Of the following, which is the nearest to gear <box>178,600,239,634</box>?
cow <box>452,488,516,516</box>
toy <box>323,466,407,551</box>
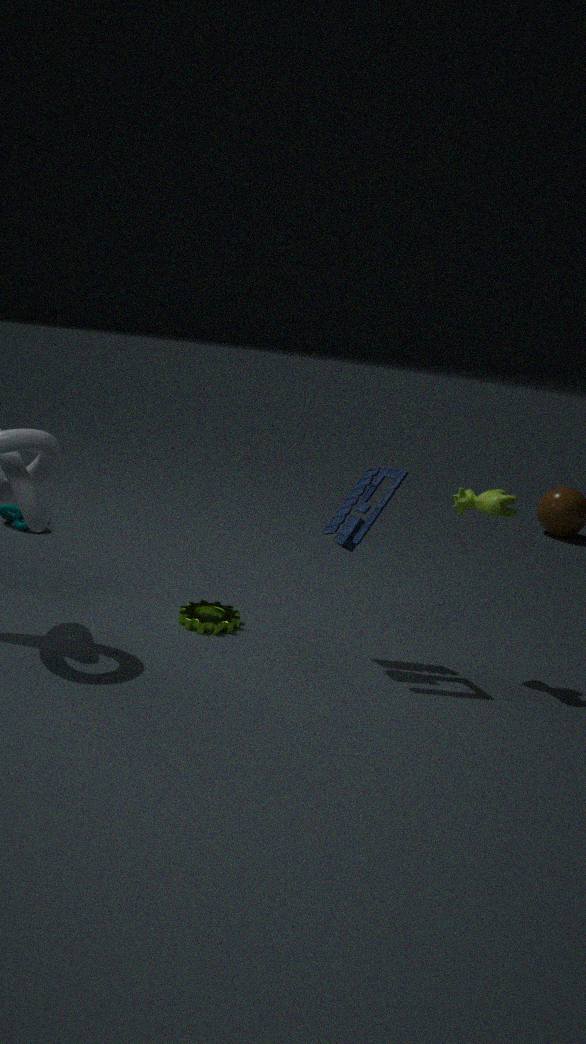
Result: toy <box>323,466,407,551</box>
